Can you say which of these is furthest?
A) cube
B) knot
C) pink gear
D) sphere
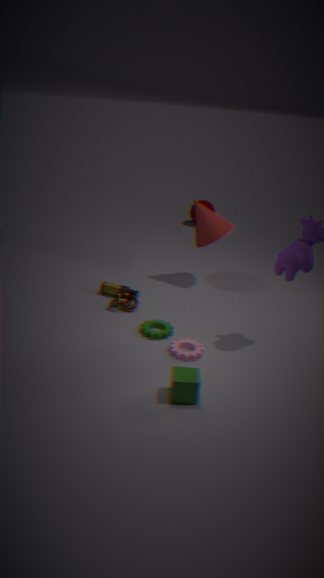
sphere
